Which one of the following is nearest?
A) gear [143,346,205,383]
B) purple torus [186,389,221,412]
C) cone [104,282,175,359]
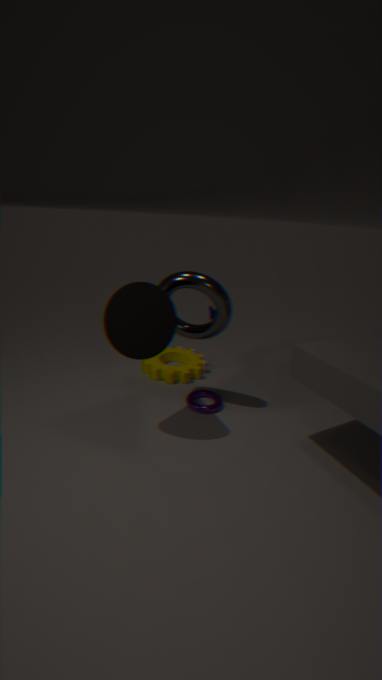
cone [104,282,175,359]
